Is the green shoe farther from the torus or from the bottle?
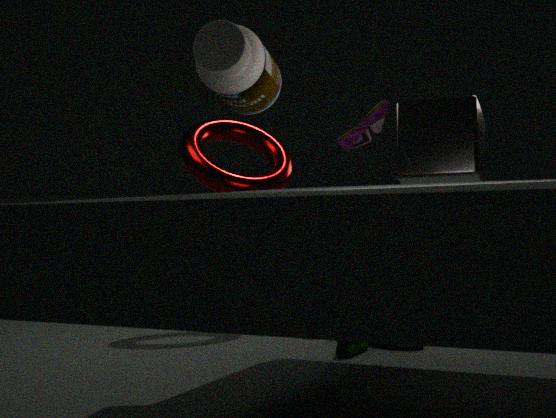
the bottle
